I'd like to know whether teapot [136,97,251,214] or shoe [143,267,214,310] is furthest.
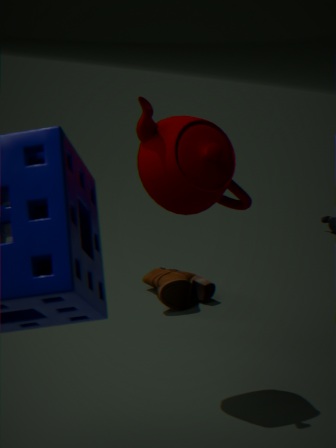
shoe [143,267,214,310]
